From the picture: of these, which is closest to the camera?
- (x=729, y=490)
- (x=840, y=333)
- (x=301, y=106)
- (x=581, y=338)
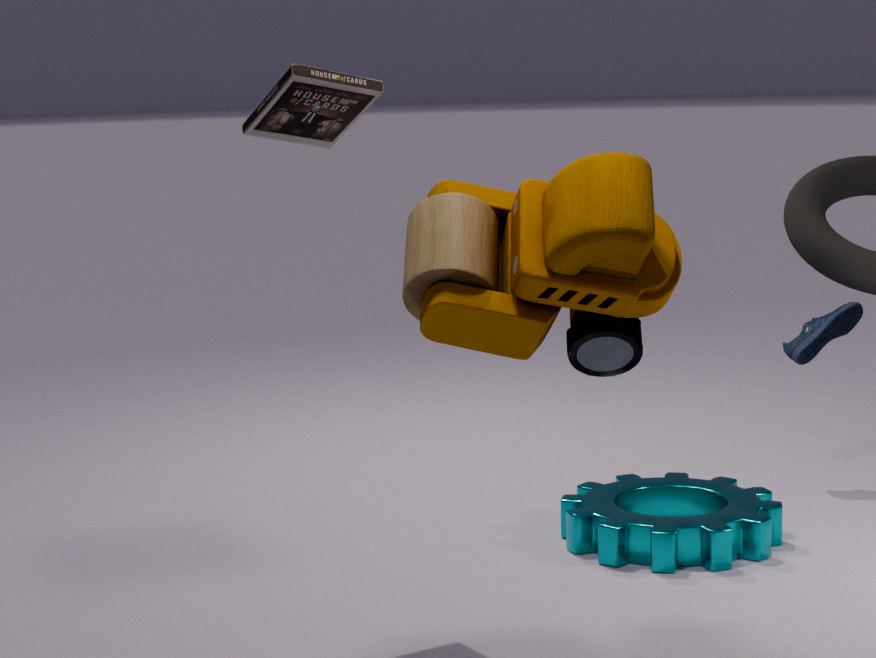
(x=581, y=338)
